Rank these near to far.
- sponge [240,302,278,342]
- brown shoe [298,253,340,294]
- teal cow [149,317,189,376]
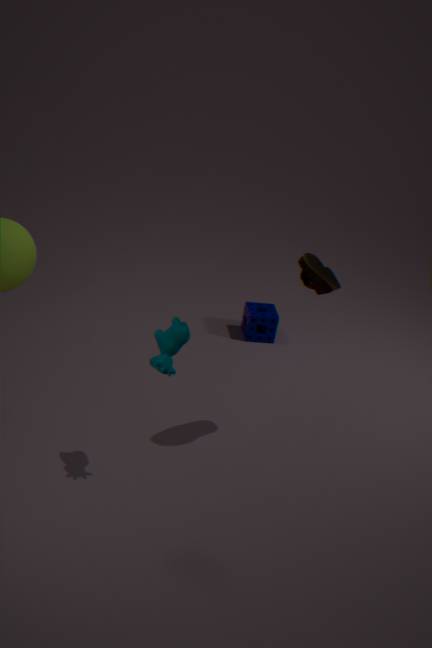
1. teal cow [149,317,189,376]
2. brown shoe [298,253,340,294]
3. sponge [240,302,278,342]
